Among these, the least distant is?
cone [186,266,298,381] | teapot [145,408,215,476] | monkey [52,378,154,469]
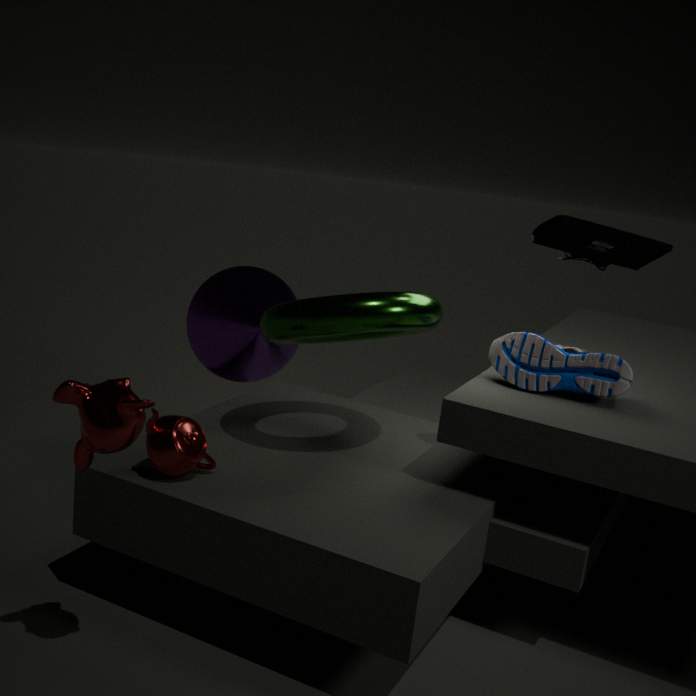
monkey [52,378,154,469]
